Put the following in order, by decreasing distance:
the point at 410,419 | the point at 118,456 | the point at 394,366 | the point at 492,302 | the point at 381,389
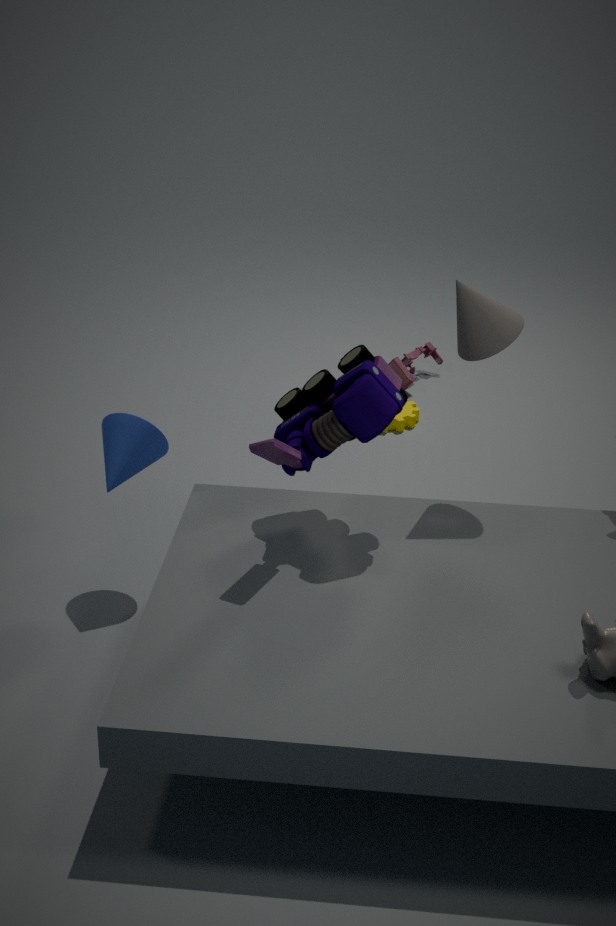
the point at 394,366 < the point at 410,419 < the point at 118,456 < the point at 492,302 < the point at 381,389
